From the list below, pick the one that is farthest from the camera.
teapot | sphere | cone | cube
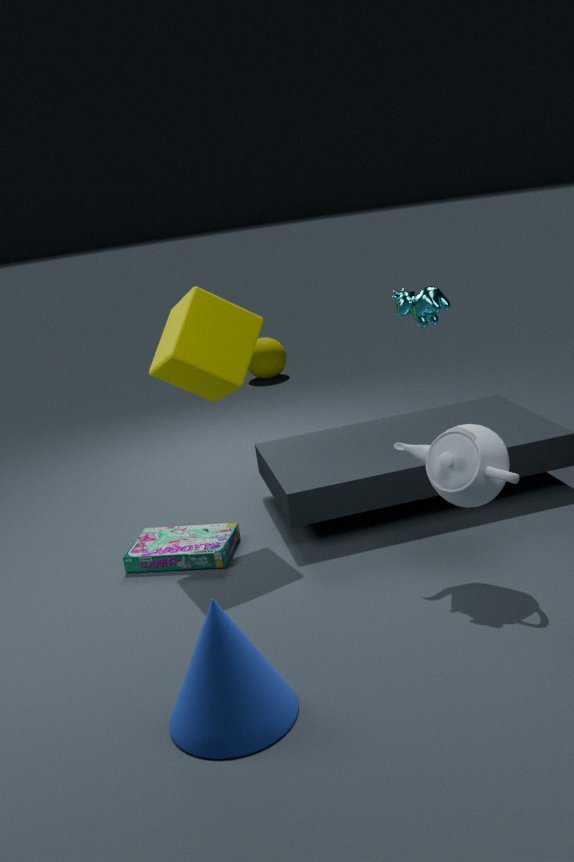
sphere
